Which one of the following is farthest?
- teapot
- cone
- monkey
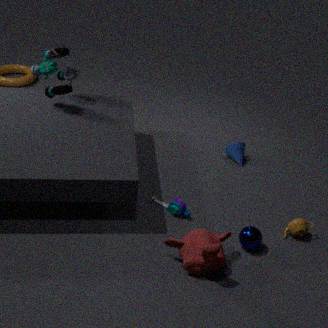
cone
